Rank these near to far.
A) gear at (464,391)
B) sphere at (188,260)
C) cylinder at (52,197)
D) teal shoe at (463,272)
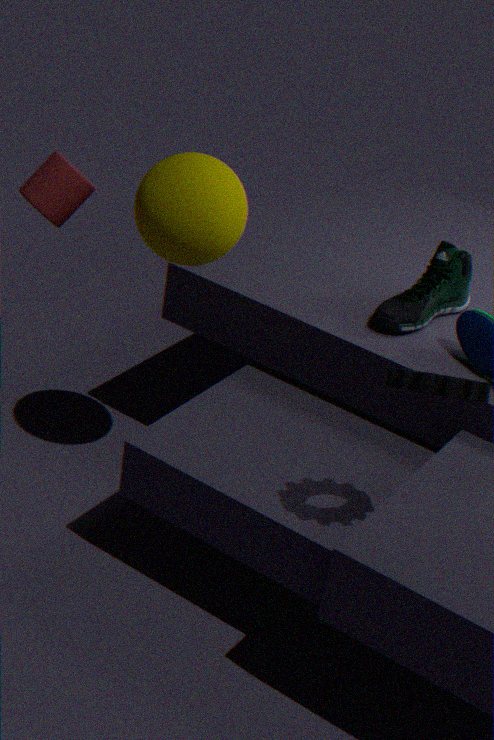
A. gear at (464,391), B. sphere at (188,260), C. cylinder at (52,197), D. teal shoe at (463,272)
